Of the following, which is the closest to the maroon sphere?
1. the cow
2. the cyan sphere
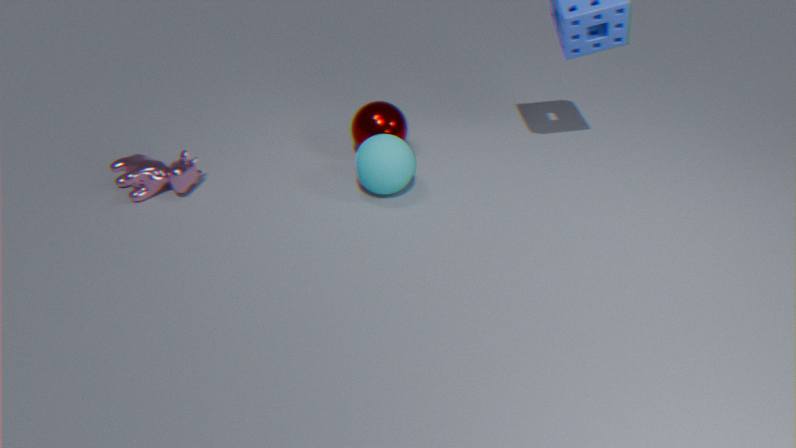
the cyan sphere
